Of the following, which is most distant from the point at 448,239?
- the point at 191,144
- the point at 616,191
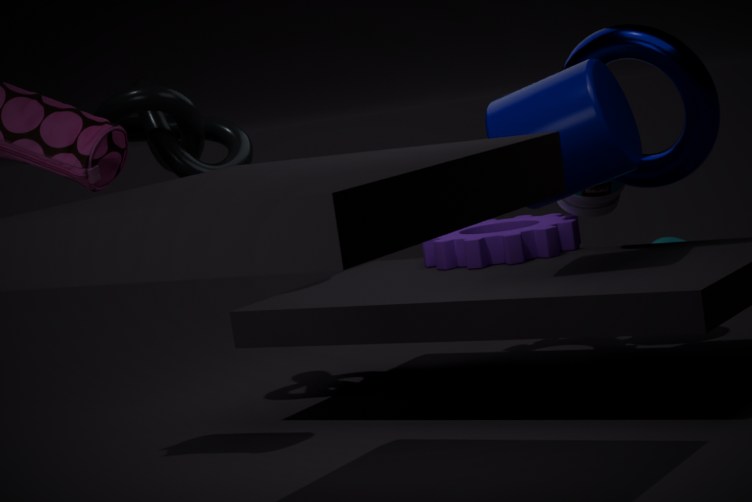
the point at 191,144
